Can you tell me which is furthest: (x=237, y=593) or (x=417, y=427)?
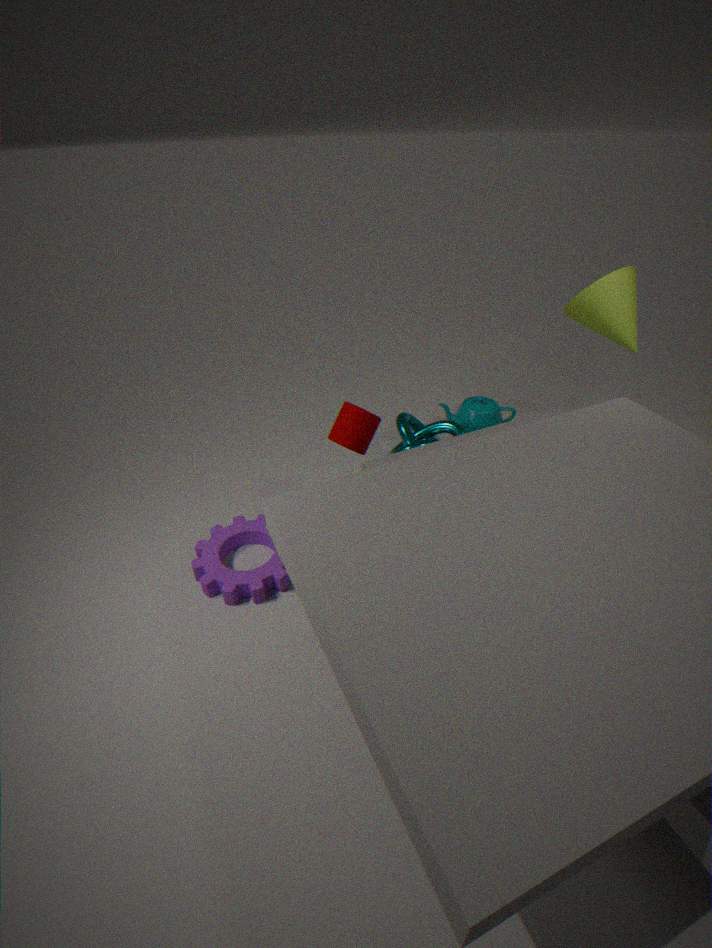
(x=417, y=427)
